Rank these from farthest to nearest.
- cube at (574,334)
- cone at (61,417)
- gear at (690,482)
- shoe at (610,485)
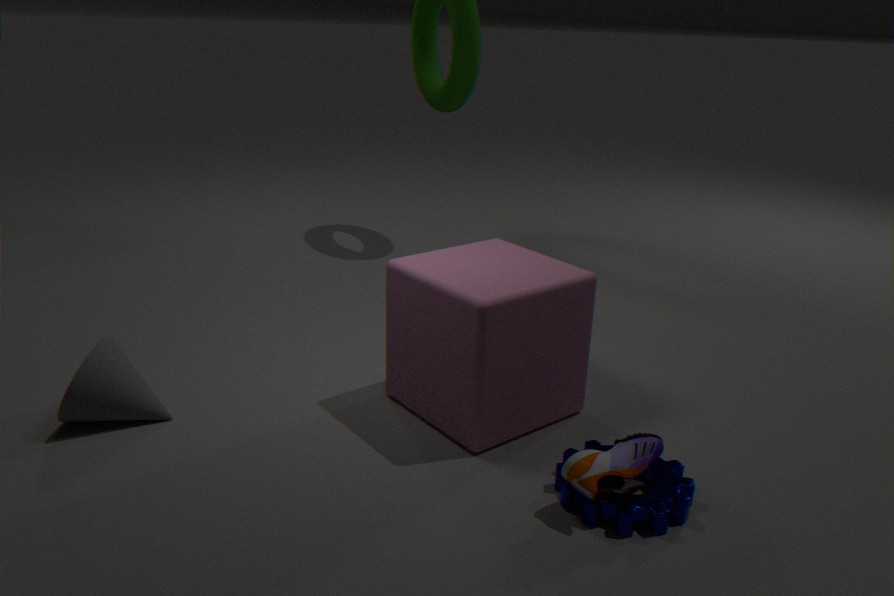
cone at (61,417) → cube at (574,334) → gear at (690,482) → shoe at (610,485)
